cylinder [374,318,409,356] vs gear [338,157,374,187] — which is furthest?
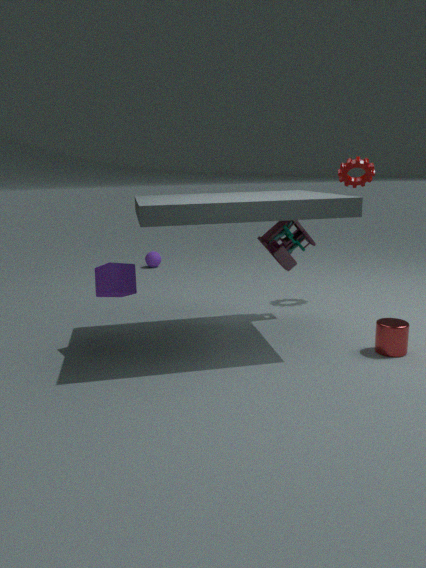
gear [338,157,374,187]
